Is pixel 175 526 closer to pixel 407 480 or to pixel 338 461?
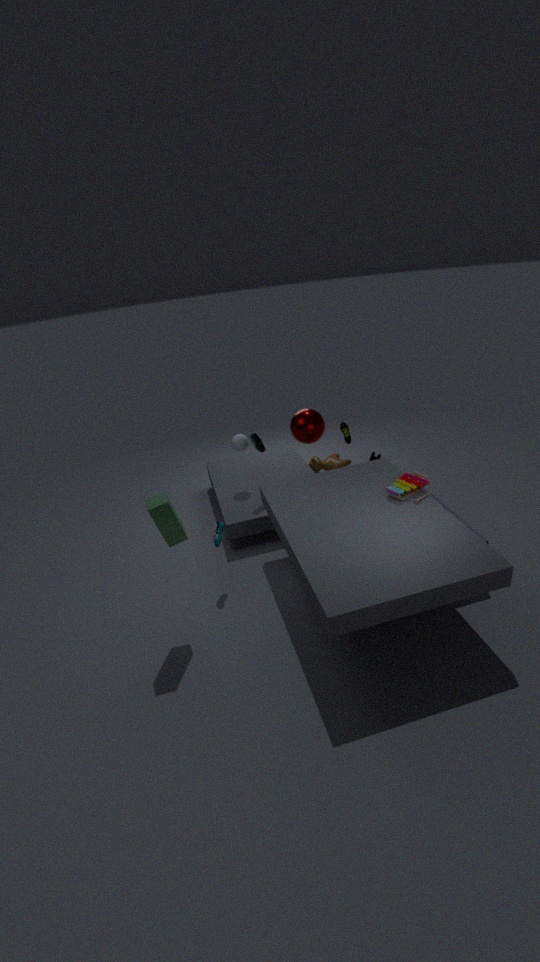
pixel 407 480
